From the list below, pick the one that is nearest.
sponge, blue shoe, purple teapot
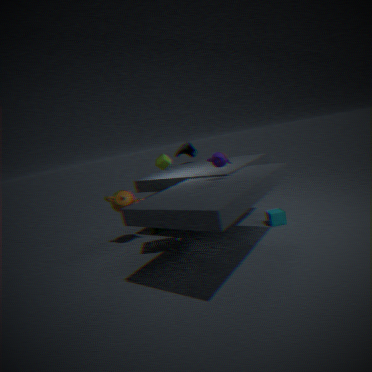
purple teapot
